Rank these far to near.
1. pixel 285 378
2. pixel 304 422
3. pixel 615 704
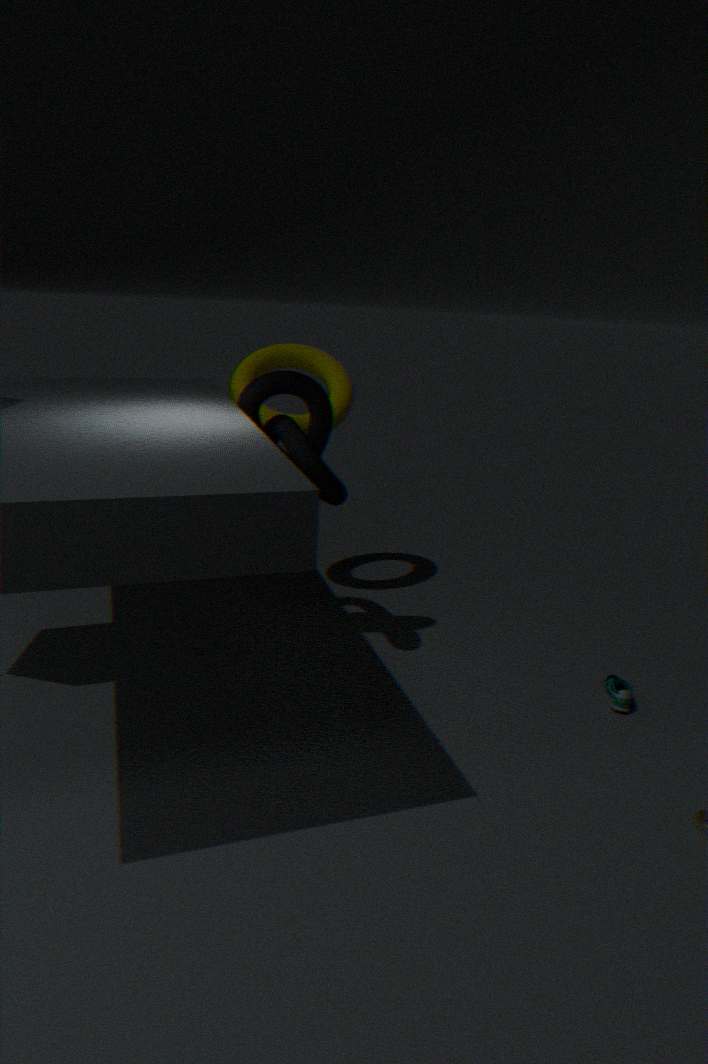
pixel 304 422 < pixel 285 378 < pixel 615 704
